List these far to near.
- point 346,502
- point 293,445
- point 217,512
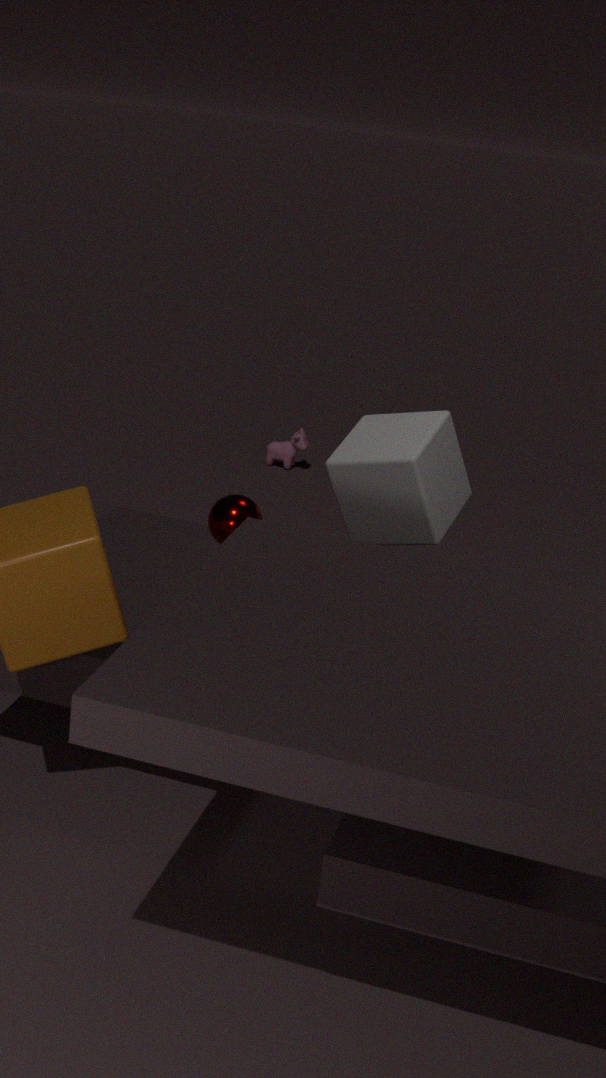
1. point 293,445
2. point 346,502
3. point 217,512
